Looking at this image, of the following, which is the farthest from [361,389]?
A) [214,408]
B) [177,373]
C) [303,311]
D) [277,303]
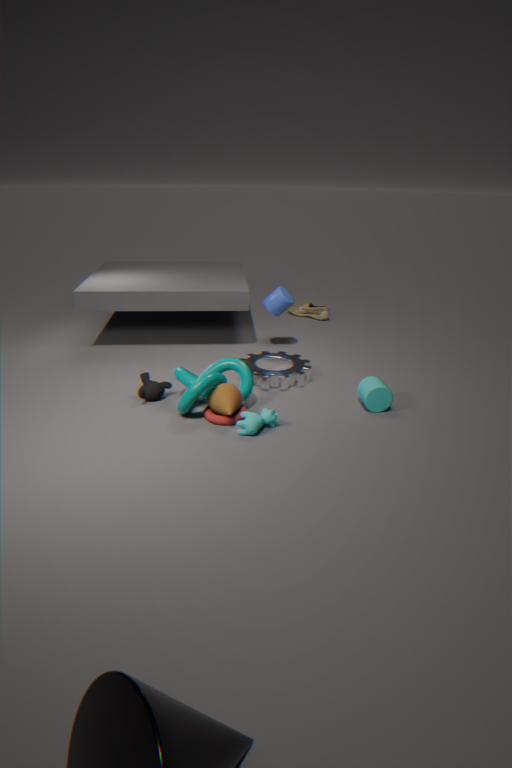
[303,311]
